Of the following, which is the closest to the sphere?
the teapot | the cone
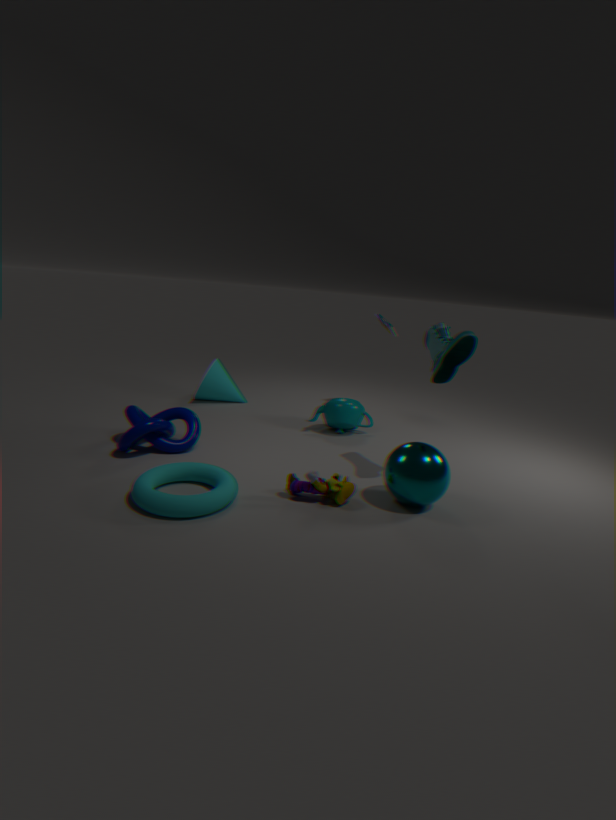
the teapot
